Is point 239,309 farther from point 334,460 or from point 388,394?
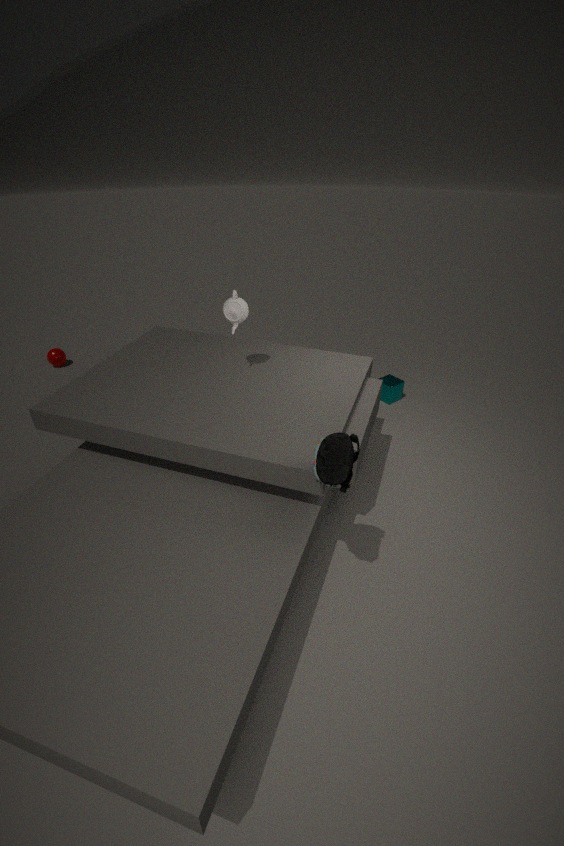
point 388,394
